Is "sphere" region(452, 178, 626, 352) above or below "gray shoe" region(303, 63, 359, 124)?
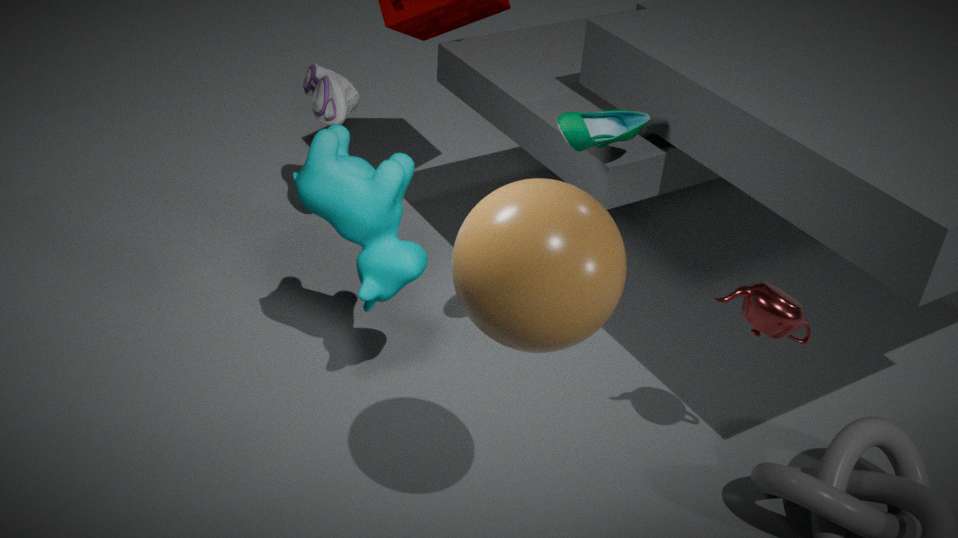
above
